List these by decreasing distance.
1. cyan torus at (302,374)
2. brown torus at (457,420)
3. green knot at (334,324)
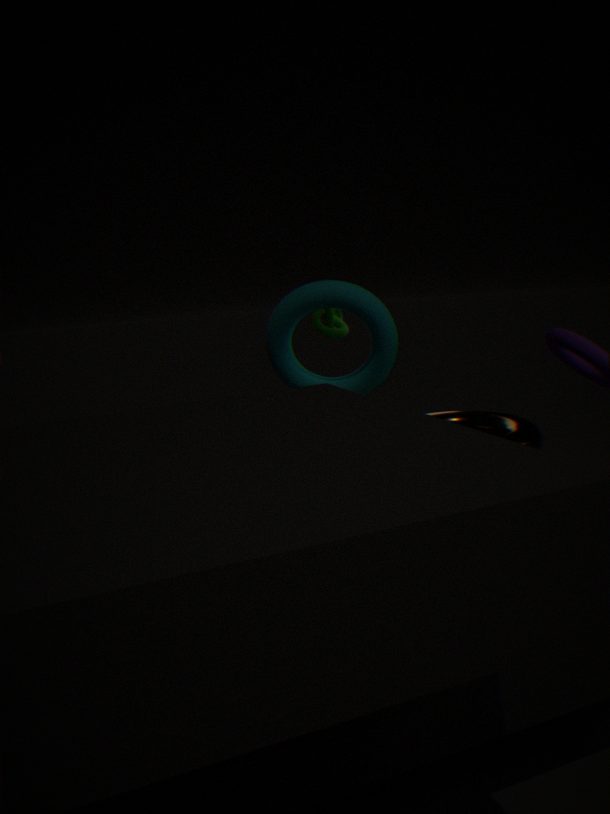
1. green knot at (334,324)
2. cyan torus at (302,374)
3. brown torus at (457,420)
